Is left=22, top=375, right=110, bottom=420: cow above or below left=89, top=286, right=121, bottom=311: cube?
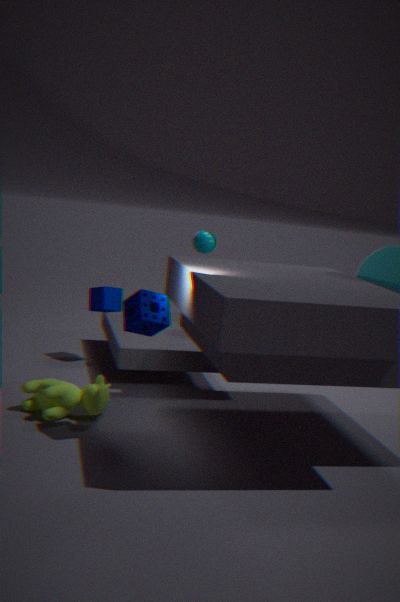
below
